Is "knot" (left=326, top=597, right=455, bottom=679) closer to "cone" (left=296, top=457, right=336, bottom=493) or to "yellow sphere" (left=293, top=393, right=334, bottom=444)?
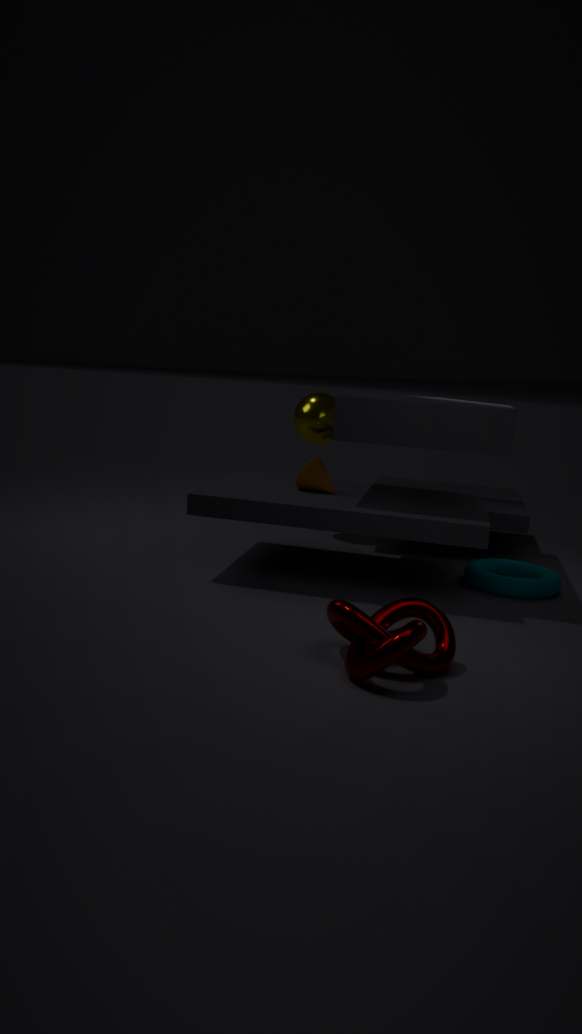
"cone" (left=296, top=457, right=336, bottom=493)
